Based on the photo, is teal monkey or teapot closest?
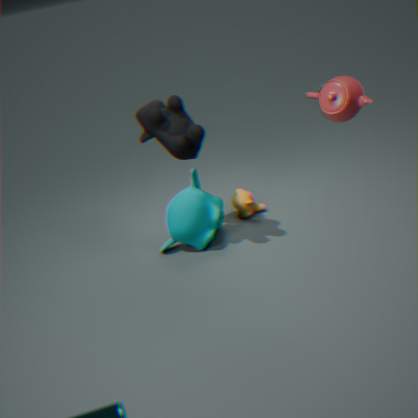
teapot
